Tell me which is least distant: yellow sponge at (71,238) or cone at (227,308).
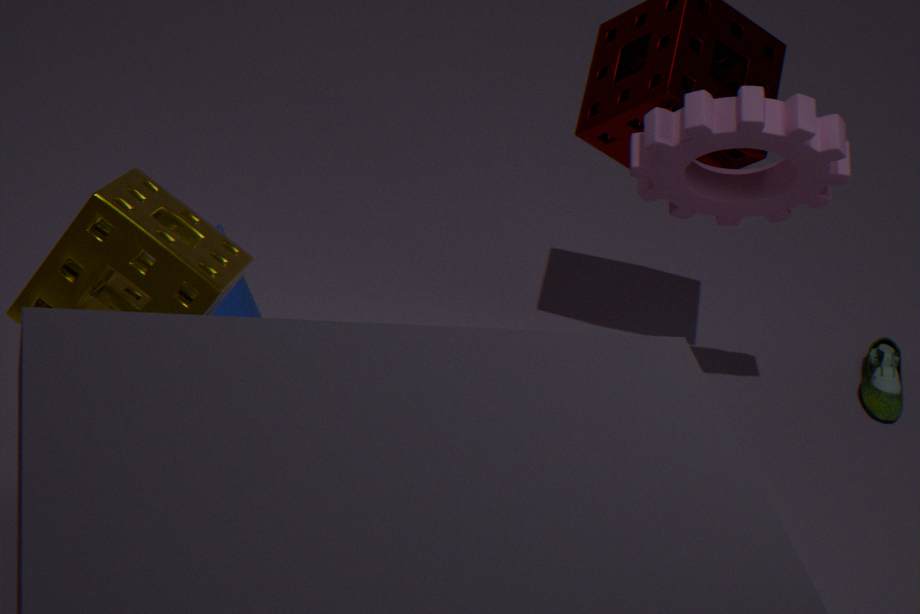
yellow sponge at (71,238)
